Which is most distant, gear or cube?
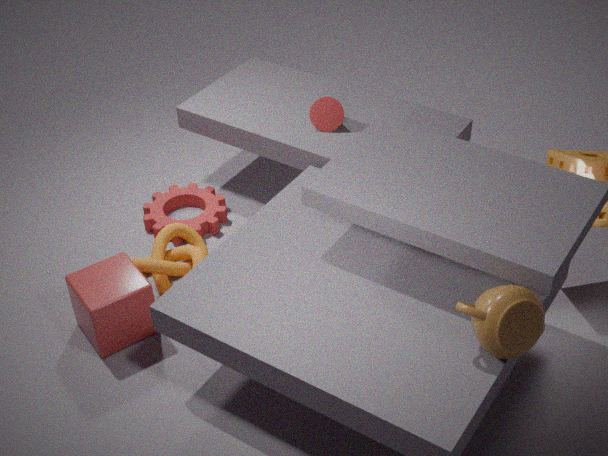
gear
